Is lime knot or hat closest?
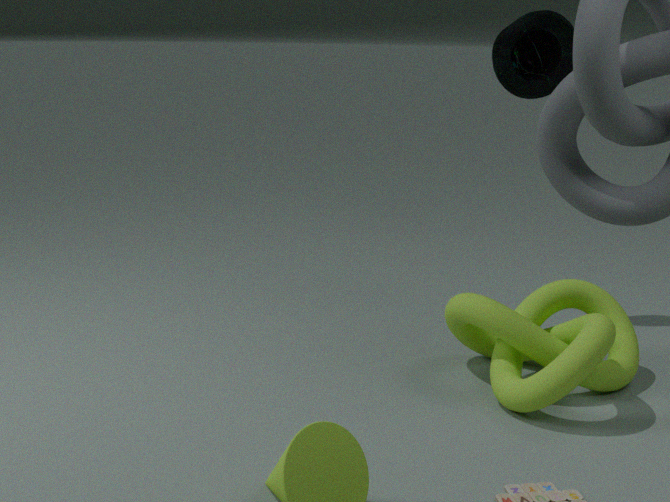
lime knot
